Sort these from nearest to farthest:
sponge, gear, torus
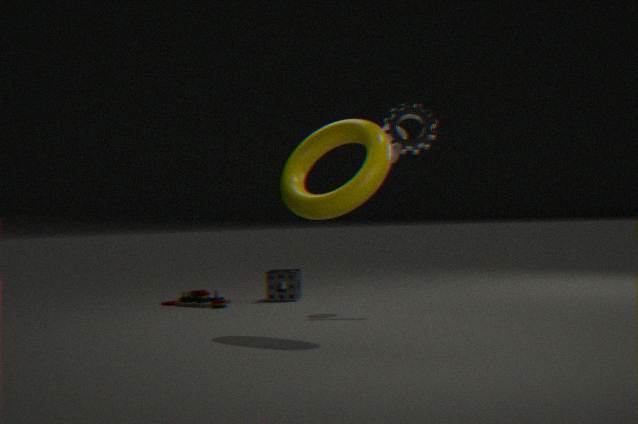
torus < gear < sponge
